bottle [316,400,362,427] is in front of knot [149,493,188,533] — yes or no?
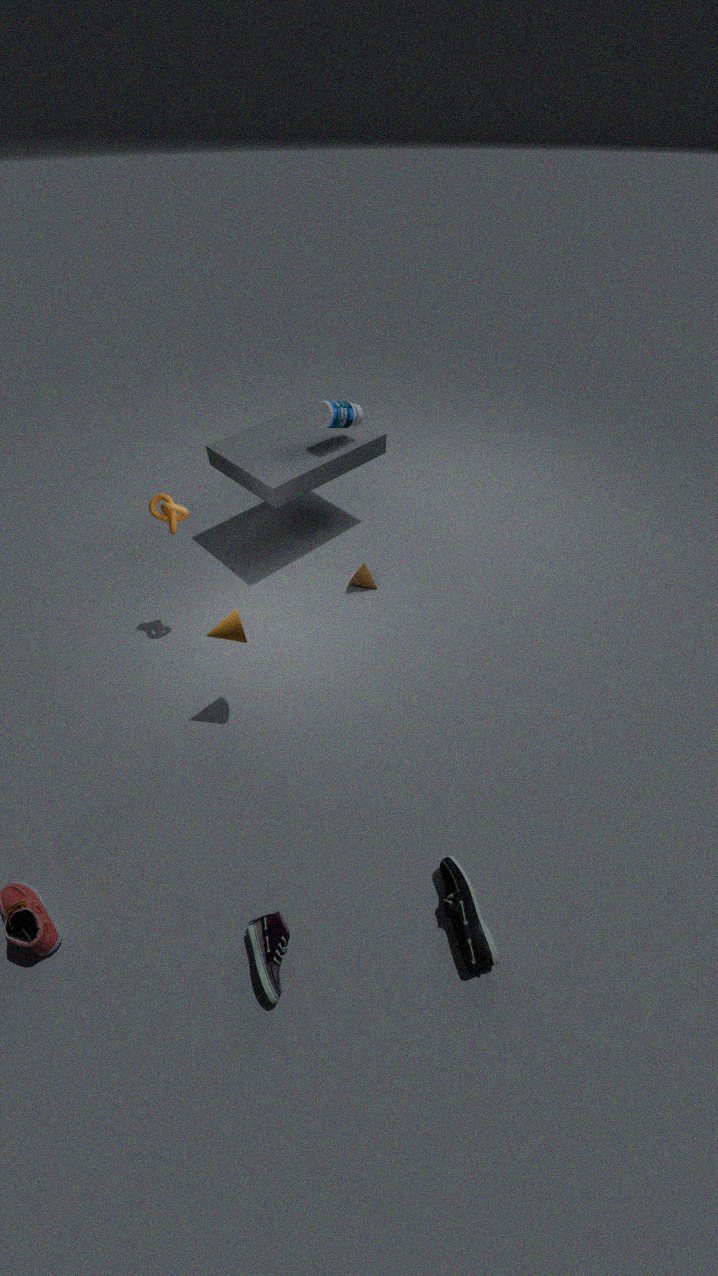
No
